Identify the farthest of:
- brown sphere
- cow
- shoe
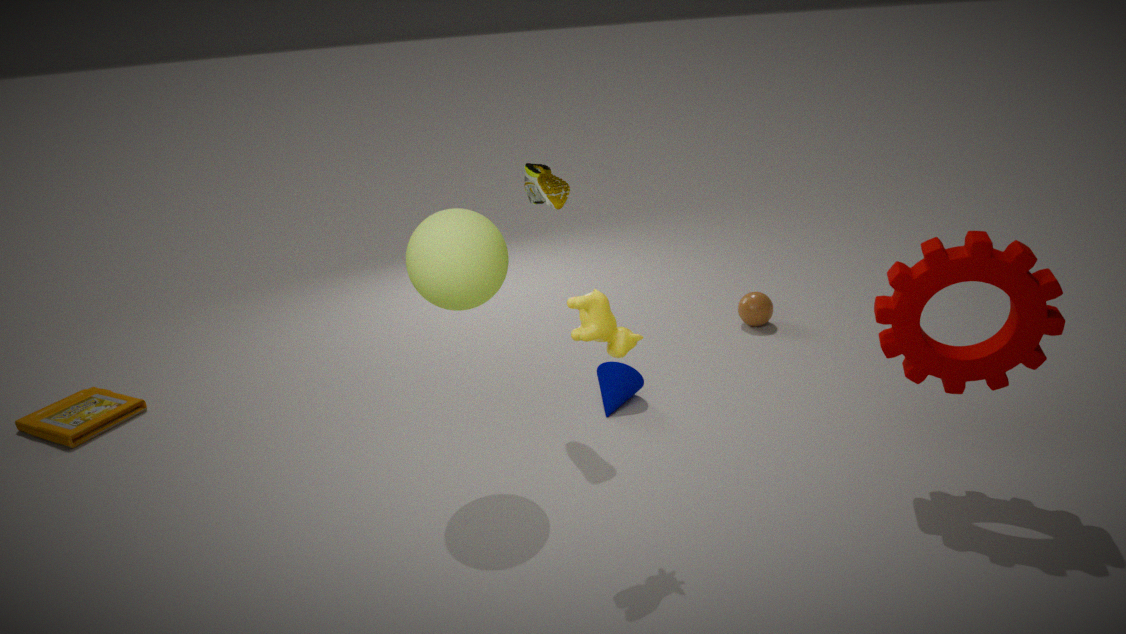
brown sphere
